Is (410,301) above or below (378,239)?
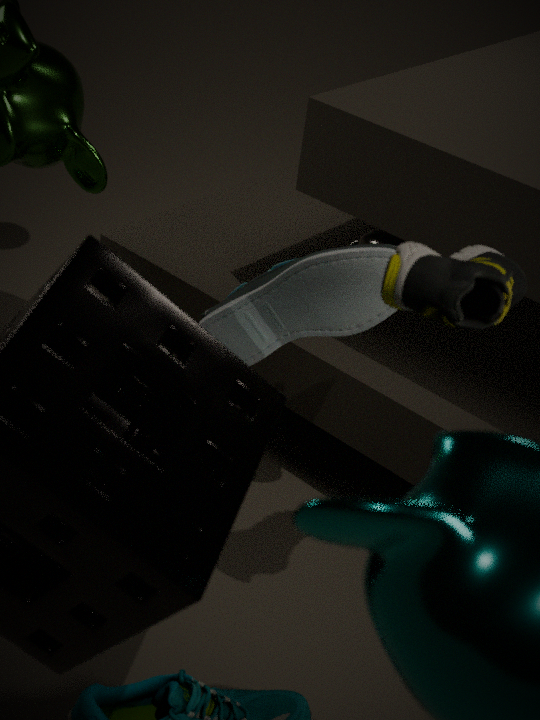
above
